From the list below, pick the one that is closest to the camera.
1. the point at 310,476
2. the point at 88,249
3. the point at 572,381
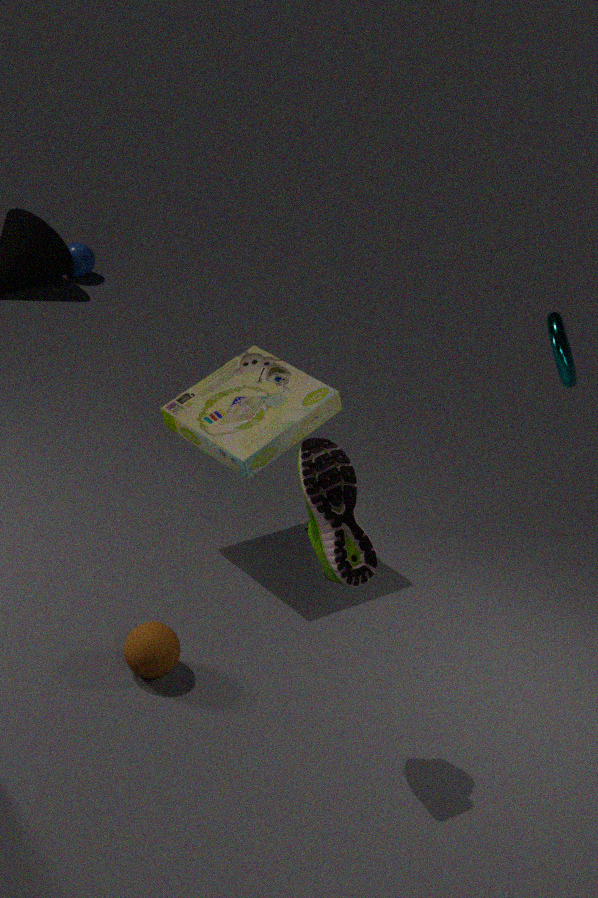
the point at 310,476
